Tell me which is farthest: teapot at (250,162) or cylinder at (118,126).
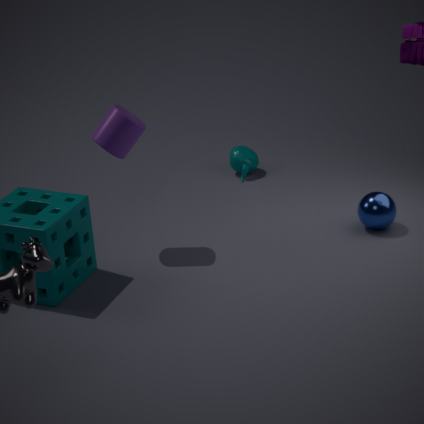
teapot at (250,162)
